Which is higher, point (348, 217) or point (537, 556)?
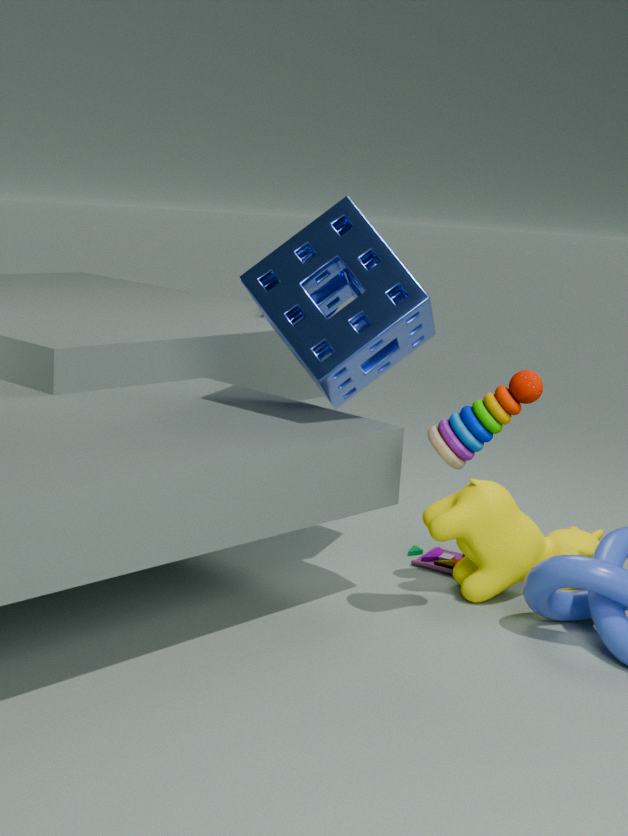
point (348, 217)
